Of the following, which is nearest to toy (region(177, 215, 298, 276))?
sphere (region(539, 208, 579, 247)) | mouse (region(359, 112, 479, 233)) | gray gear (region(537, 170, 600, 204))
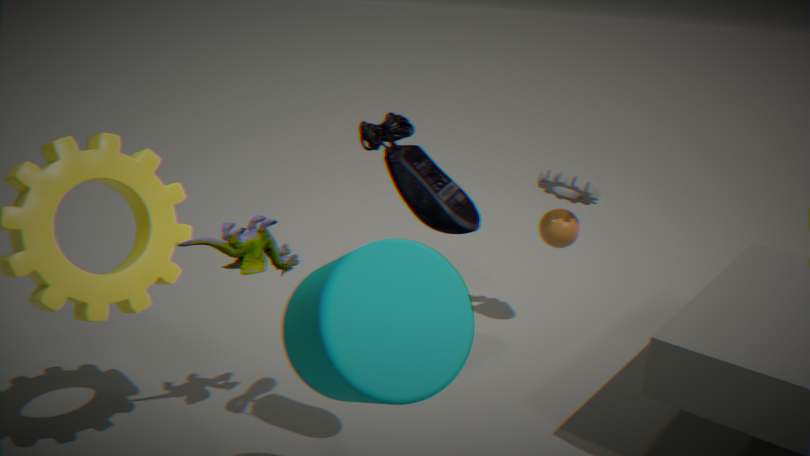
mouse (region(359, 112, 479, 233))
